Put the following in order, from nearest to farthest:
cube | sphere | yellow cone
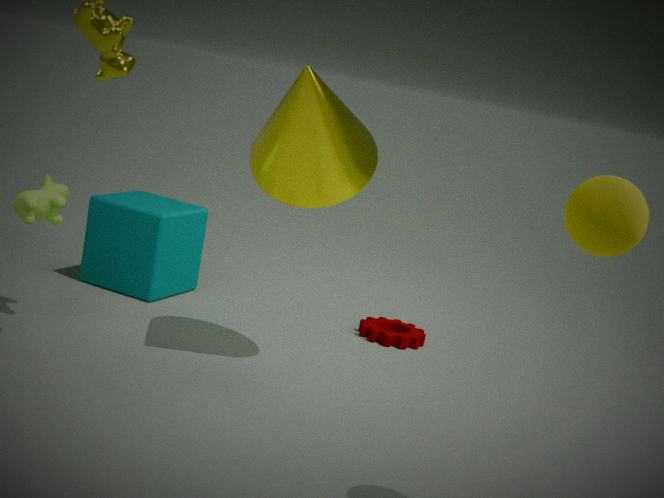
sphere, yellow cone, cube
